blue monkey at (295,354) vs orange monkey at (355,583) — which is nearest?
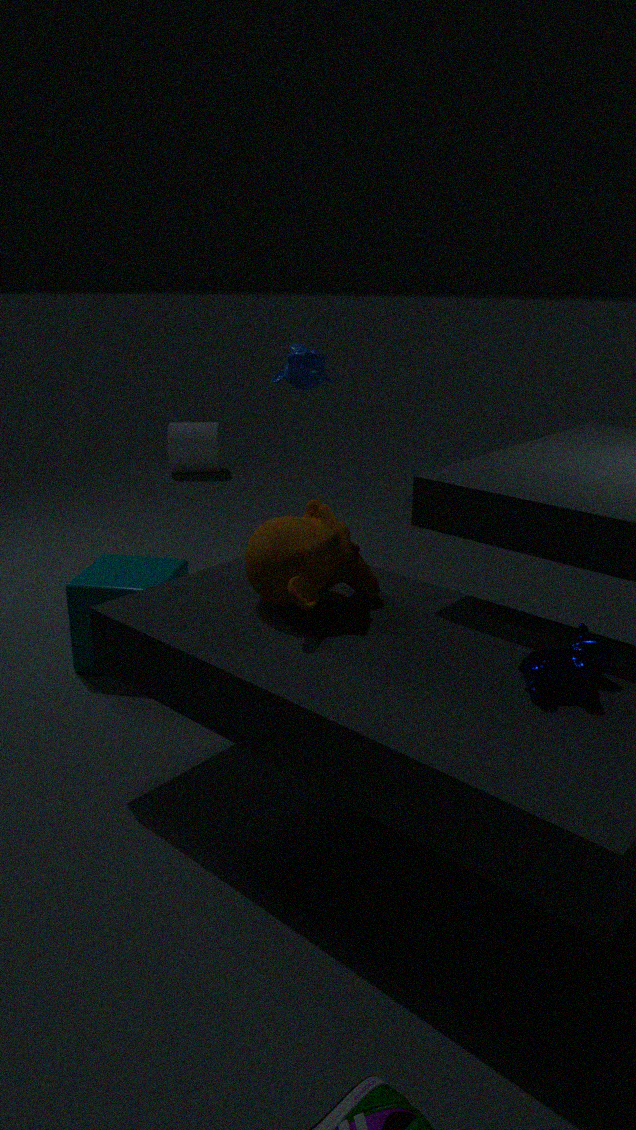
Result: orange monkey at (355,583)
